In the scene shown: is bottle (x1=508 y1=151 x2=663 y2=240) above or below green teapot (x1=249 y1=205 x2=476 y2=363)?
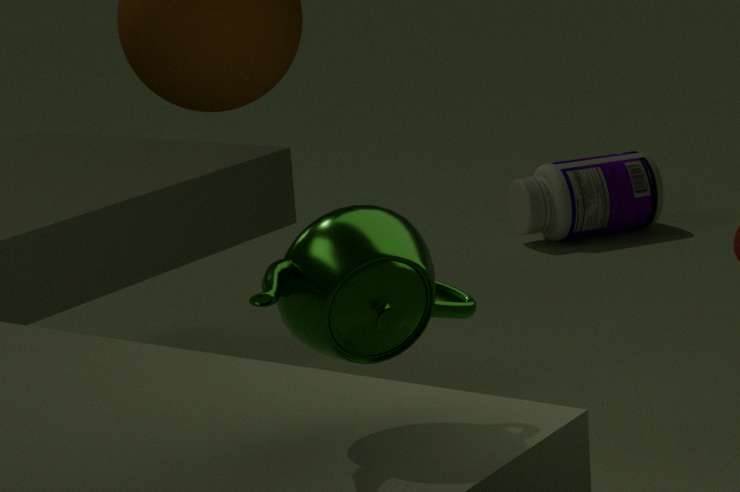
below
